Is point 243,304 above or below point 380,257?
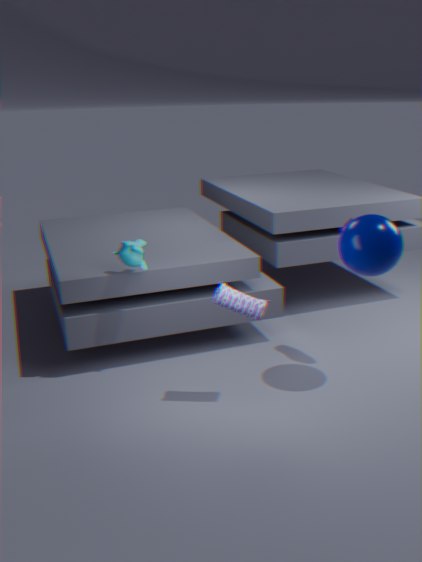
below
